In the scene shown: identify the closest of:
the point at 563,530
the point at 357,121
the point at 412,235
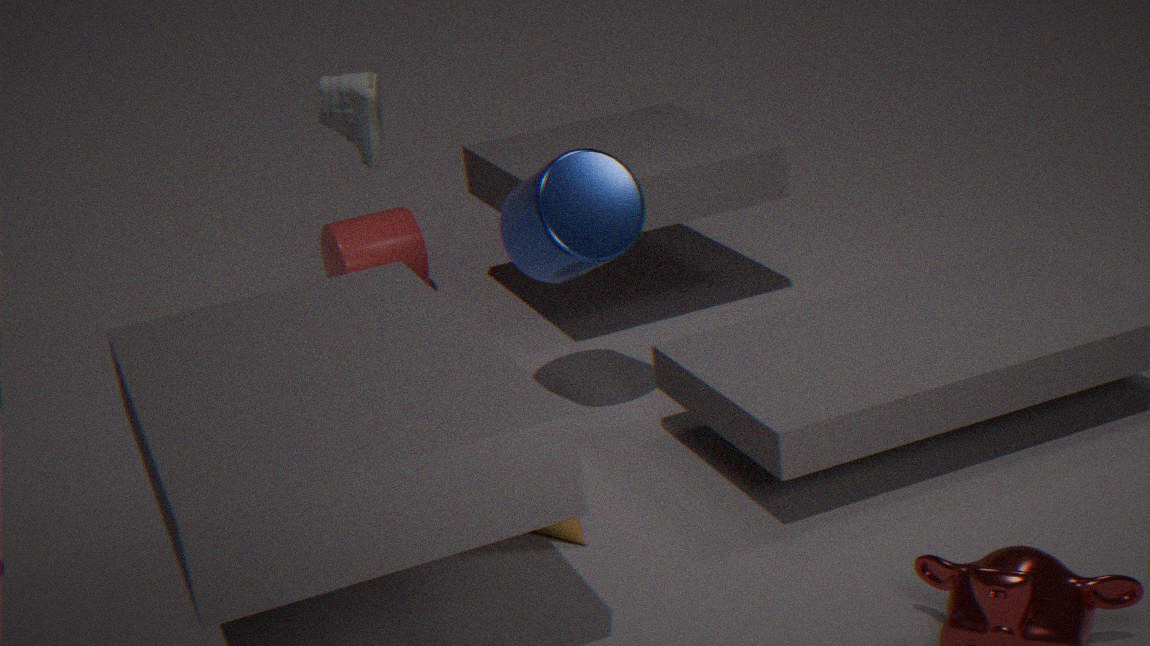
the point at 563,530
